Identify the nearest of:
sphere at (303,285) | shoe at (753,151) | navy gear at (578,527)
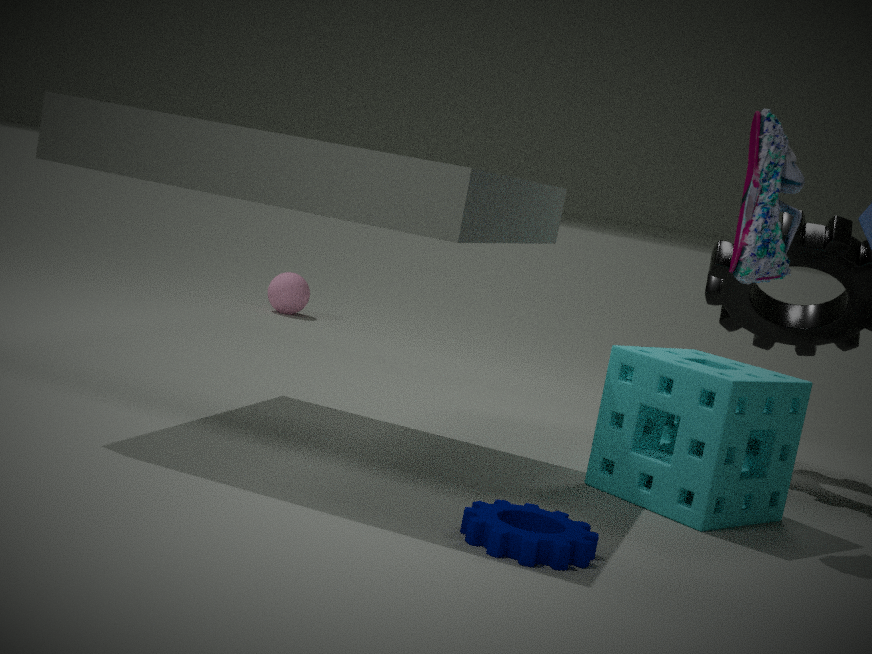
navy gear at (578,527)
